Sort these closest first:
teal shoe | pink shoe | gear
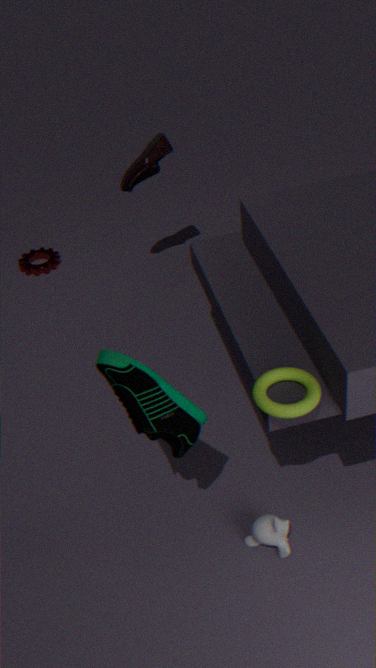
teal shoe < pink shoe < gear
